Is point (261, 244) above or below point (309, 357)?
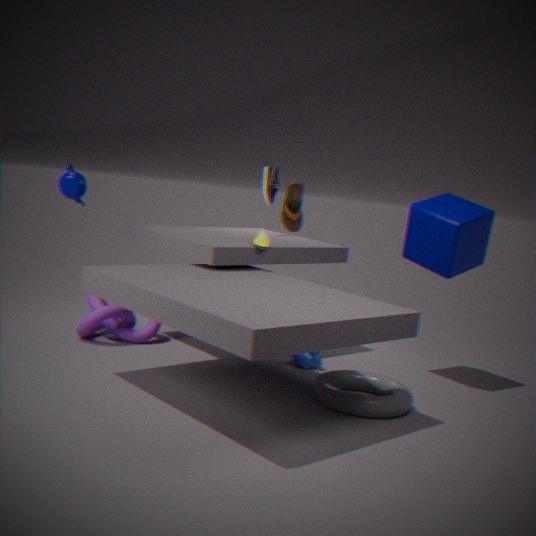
above
